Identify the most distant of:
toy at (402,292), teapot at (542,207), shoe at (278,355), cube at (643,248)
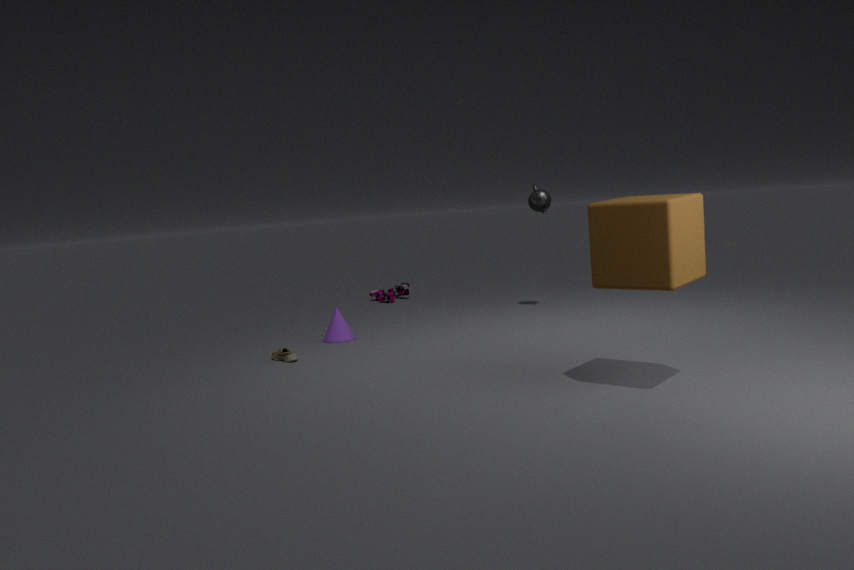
toy at (402,292)
